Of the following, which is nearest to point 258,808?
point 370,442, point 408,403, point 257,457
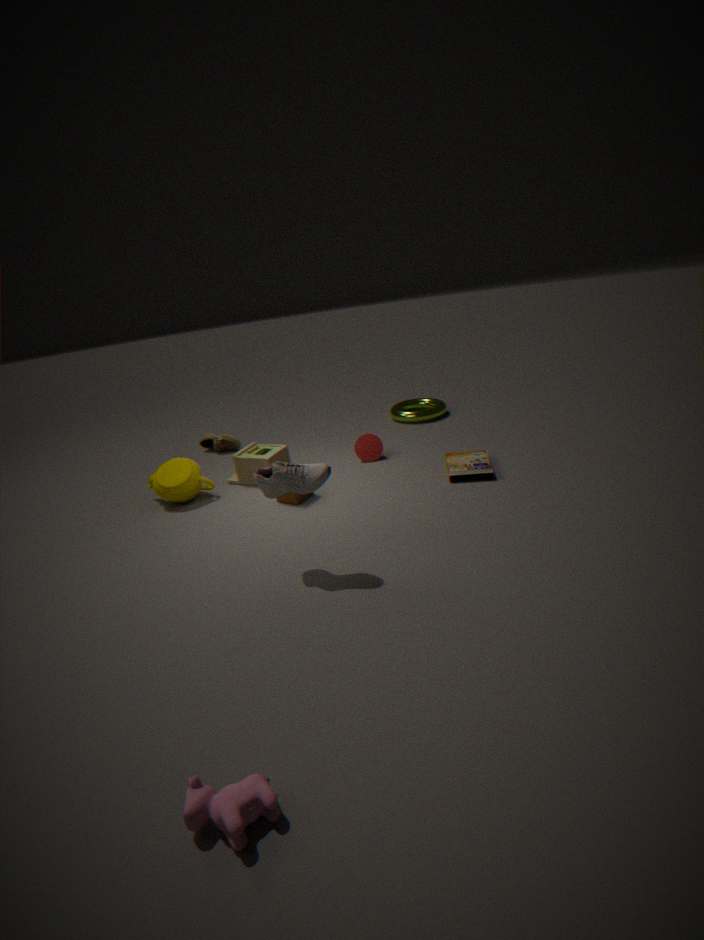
point 257,457
